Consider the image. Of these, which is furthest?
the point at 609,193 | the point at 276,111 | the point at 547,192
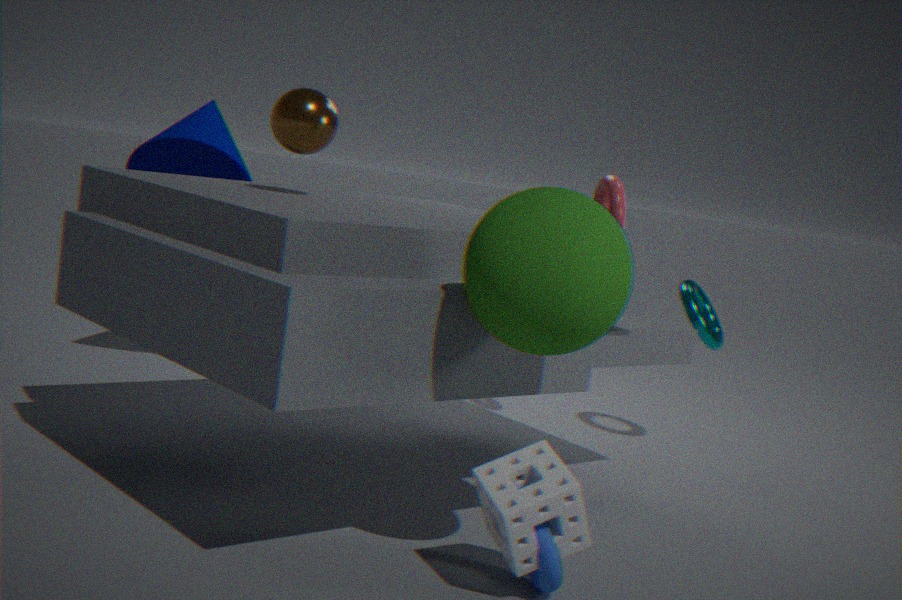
the point at 609,193
